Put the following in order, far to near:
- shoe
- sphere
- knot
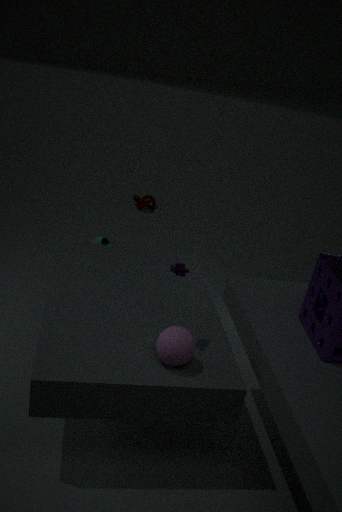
1. knot
2. shoe
3. sphere
